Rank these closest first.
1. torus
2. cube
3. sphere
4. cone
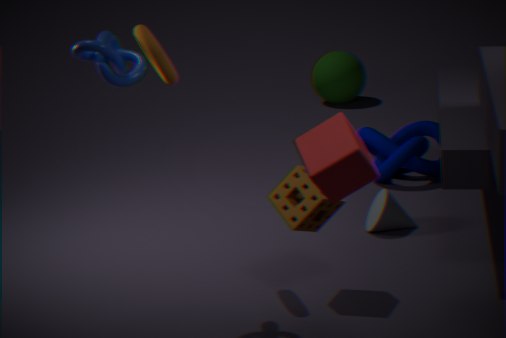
cube → torus → cone → sphere
